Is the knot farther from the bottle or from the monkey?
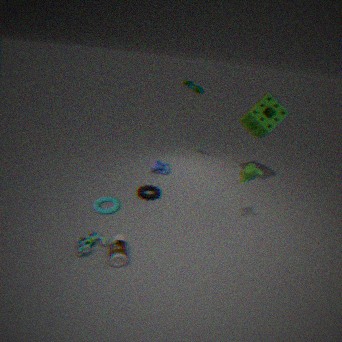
the bottle
